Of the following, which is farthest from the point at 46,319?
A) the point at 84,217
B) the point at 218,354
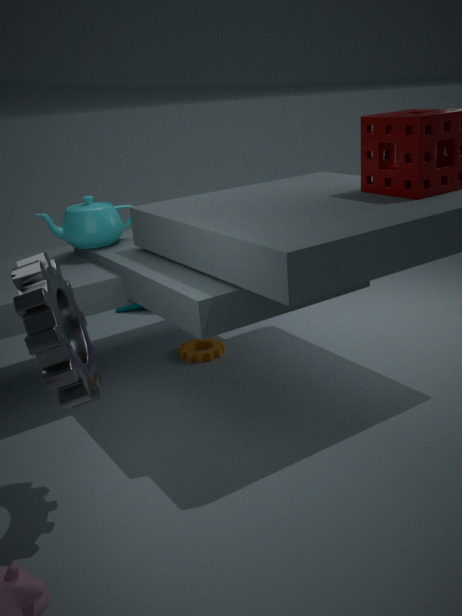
the point at 218,354
